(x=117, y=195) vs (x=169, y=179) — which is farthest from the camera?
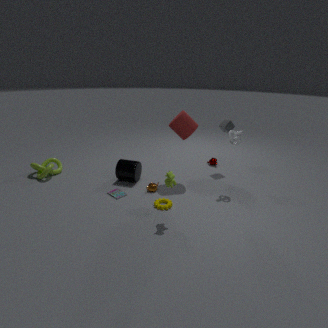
(x=117, y=195)
